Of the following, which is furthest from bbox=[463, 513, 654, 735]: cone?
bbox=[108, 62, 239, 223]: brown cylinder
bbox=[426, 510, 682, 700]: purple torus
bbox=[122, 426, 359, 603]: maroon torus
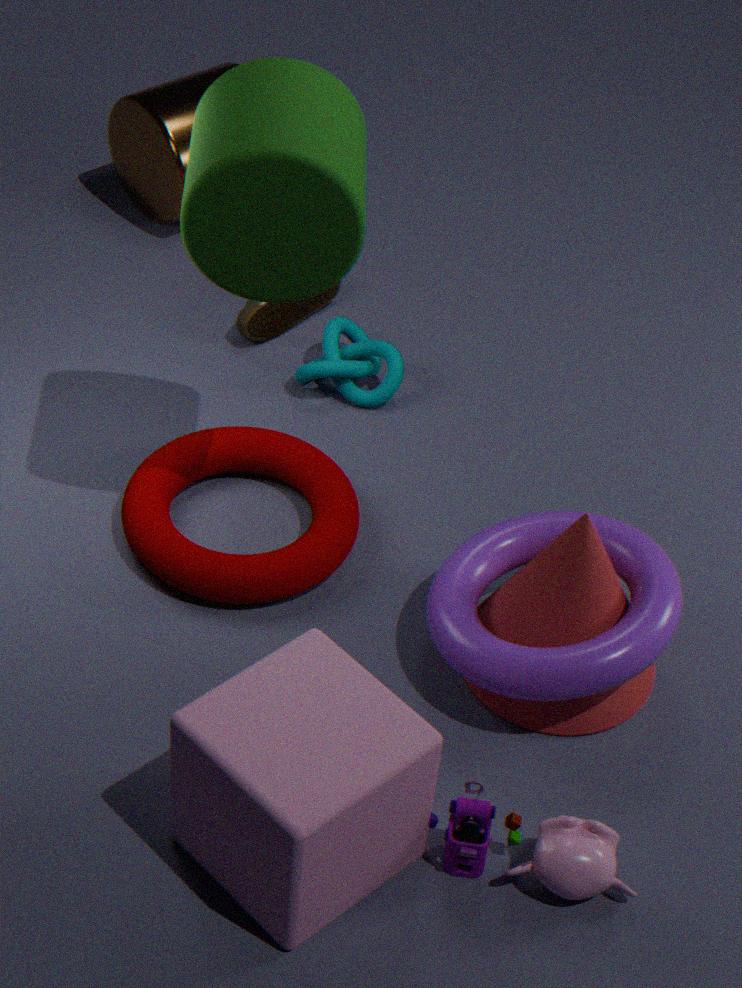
bbox=[108, 62, 239, 223]: brown cylinder
